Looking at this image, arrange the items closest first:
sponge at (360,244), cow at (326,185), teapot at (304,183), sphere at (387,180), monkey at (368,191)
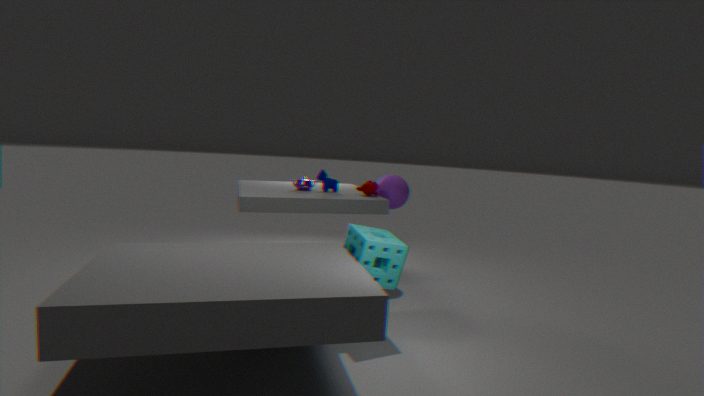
1. sponge at (360,244)
2. monkey at (368,191)
3. cow at (326,185)
4. teapot at (304,183)
5. sphere at (387,180)
